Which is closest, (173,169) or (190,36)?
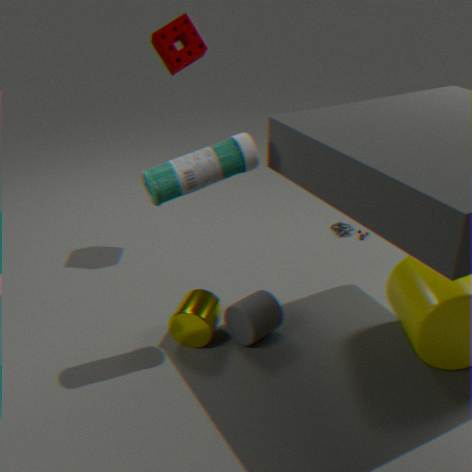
(173,169)
